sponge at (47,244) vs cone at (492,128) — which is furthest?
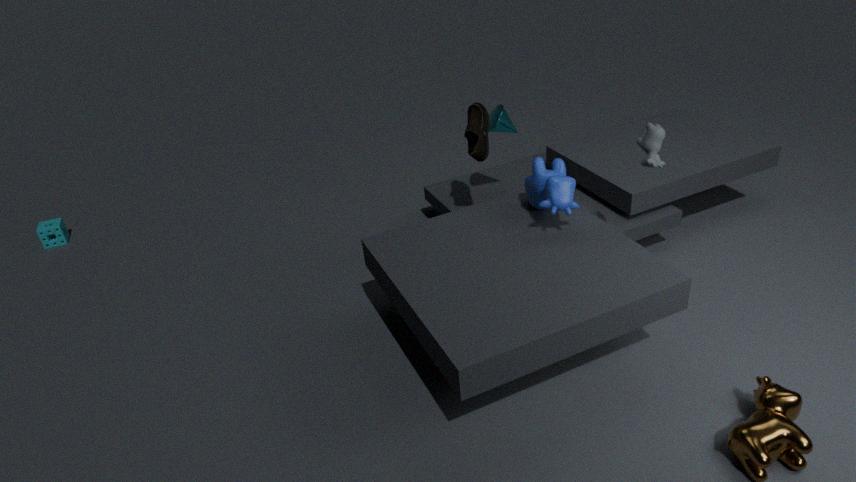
sponge at (47,244)
